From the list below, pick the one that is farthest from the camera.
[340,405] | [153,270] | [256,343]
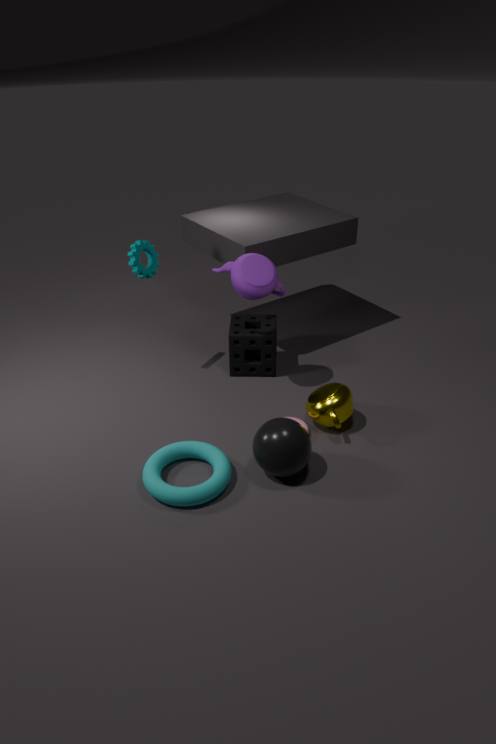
[256,343]
